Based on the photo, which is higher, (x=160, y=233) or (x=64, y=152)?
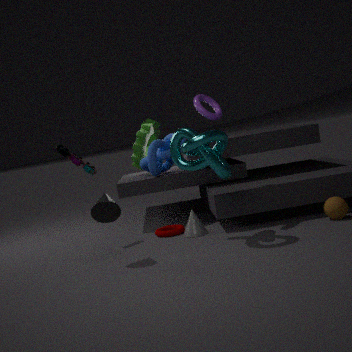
(x=64, y=152)
